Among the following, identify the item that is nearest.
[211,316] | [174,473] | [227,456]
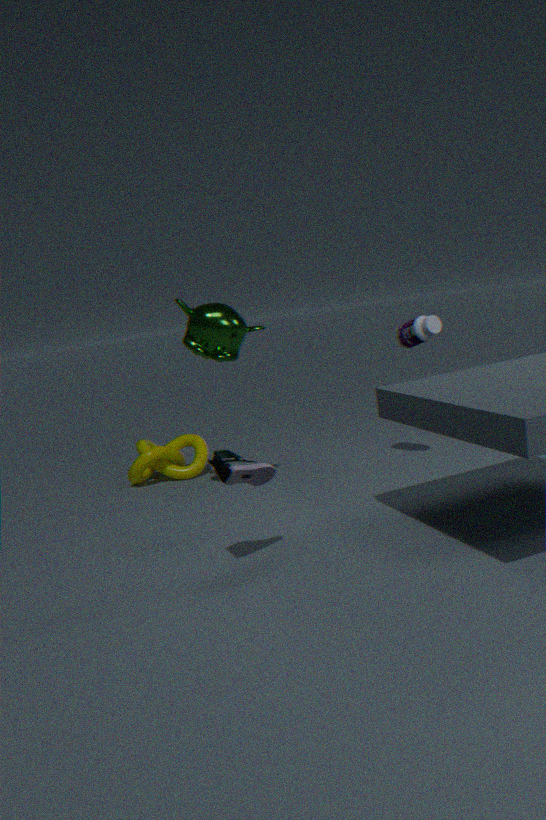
[227,456]
